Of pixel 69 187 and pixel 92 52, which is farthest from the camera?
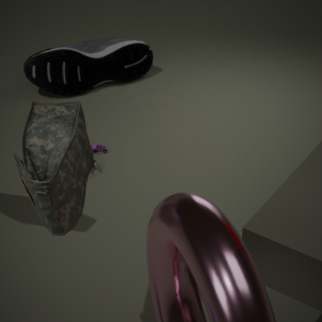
pixel 92 52
